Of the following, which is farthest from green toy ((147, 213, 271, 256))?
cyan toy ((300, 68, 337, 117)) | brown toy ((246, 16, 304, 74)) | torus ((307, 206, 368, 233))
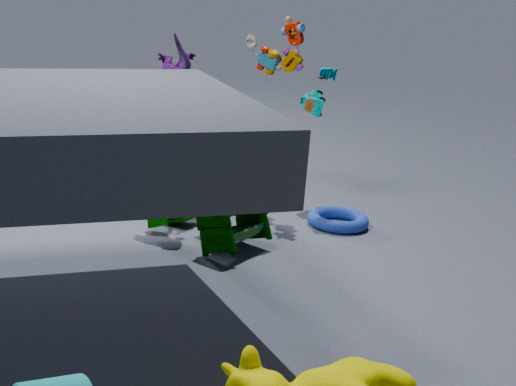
cyan toy ((300, 68, 337, 117))
